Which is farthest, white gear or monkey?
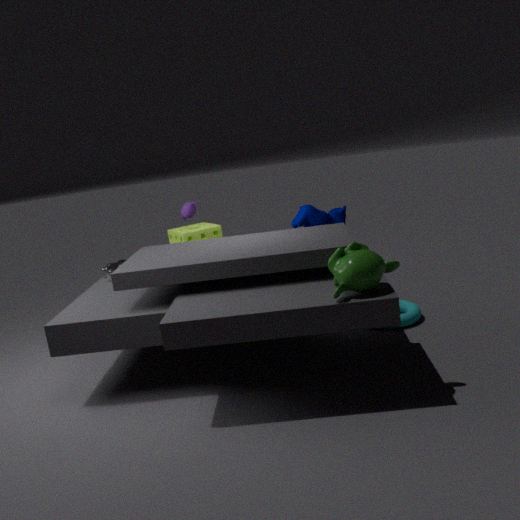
white gear
